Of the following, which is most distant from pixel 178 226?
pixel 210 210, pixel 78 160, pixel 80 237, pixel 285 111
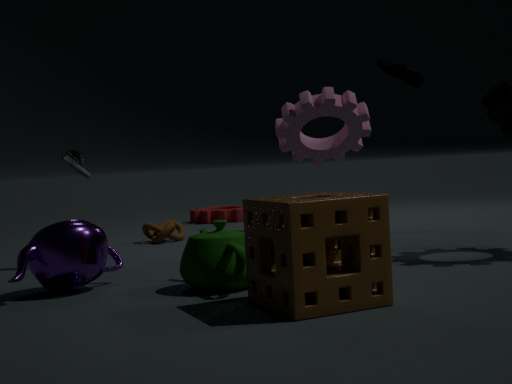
pixel 80 237
